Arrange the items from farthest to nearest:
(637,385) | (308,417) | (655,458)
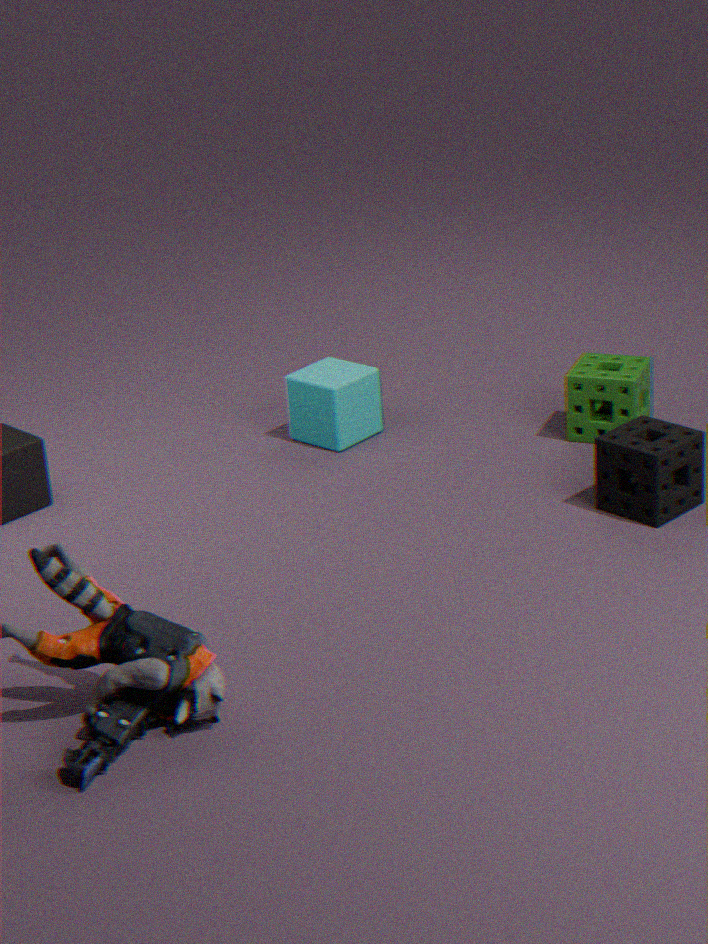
(308,417)
(637,385)
(655,458)
